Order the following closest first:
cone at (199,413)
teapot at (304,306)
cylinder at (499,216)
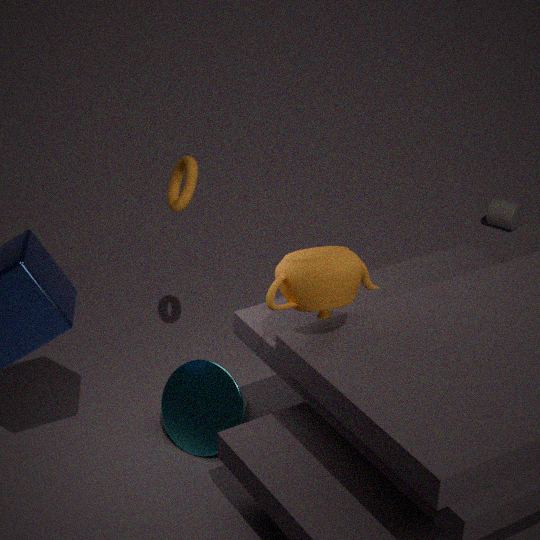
1. teapot at (304,306)
2. cone at (199,413)
3. cylinder at (499,216)
